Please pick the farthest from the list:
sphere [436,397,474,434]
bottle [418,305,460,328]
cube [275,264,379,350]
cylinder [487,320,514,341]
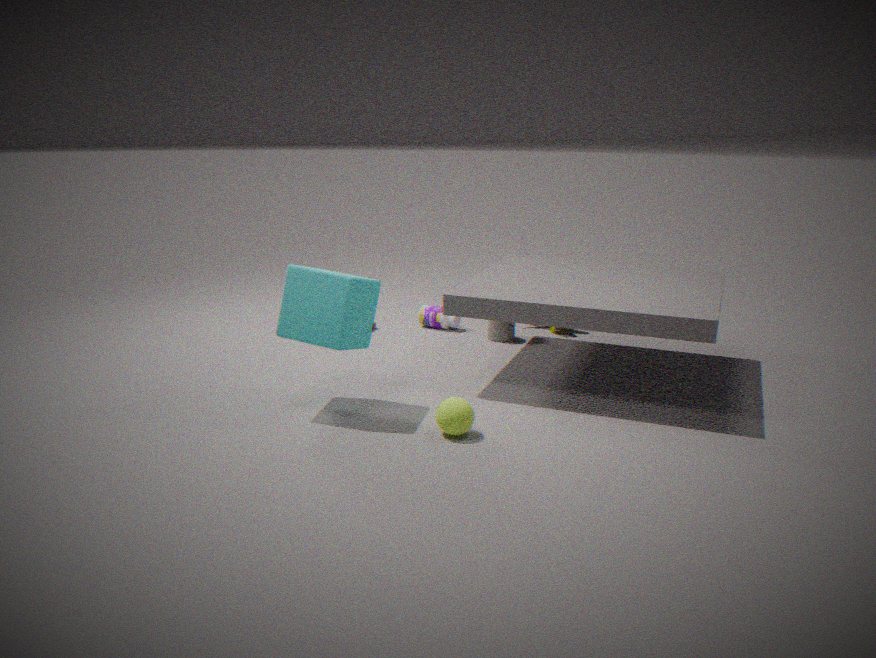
bottle [418,305,460,328]
